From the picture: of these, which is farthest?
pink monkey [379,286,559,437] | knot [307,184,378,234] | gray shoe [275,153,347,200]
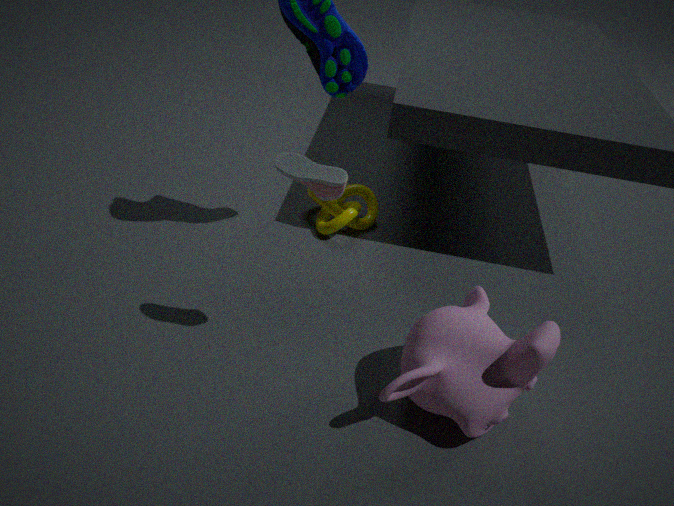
knot [307,184,378,234]
